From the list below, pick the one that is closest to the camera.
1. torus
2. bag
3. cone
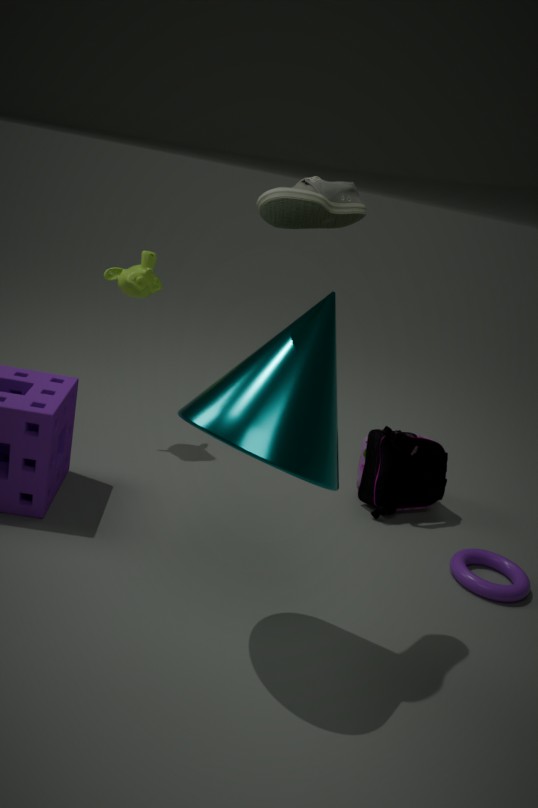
cone
